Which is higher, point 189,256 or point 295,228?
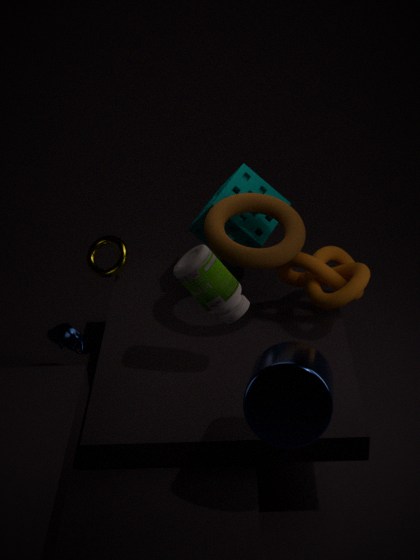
point 295,228
